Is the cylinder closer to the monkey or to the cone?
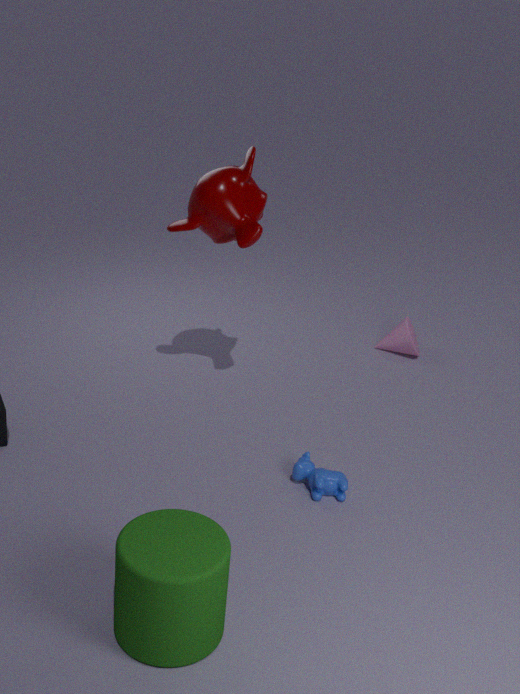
the monkey
